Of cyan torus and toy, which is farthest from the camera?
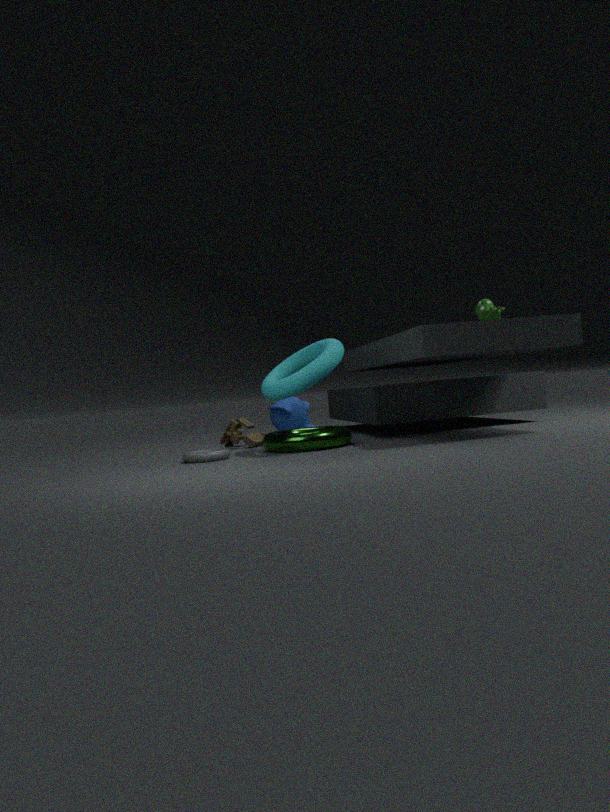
toy
